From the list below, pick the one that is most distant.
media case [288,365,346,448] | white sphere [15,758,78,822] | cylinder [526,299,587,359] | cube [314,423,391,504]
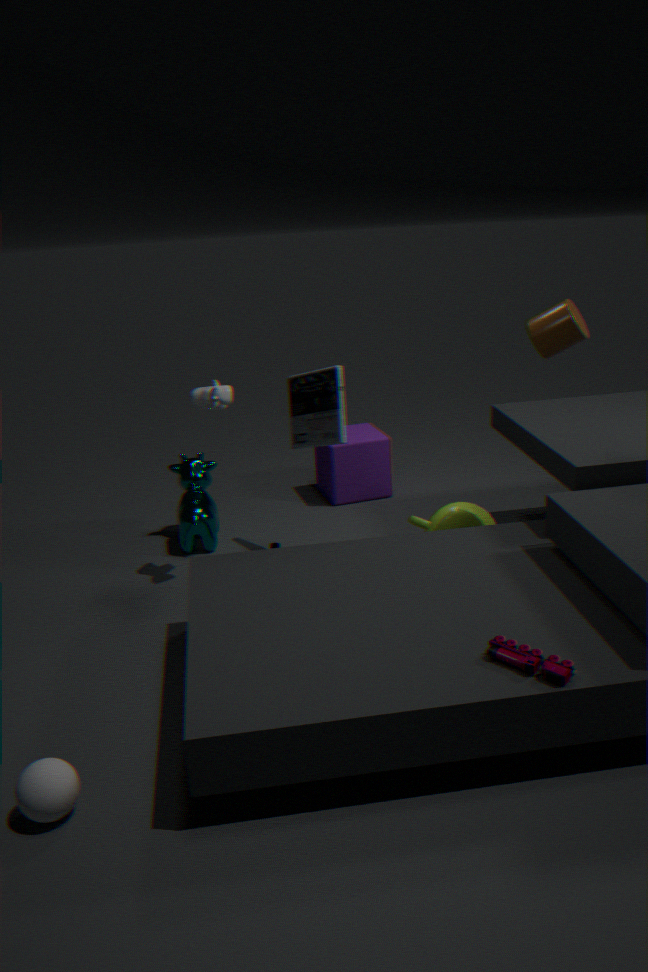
cube [314,423,391,504]
